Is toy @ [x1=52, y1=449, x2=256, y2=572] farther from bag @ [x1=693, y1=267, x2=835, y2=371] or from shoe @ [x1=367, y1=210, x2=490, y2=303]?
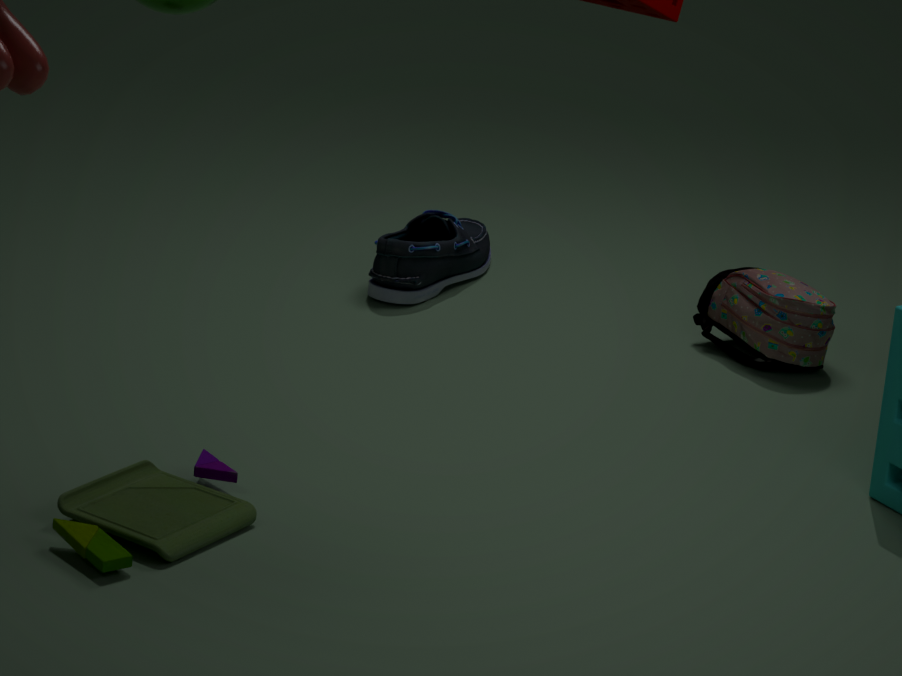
bag @ [x1=693, y1=267, x2=835, y2=371]
